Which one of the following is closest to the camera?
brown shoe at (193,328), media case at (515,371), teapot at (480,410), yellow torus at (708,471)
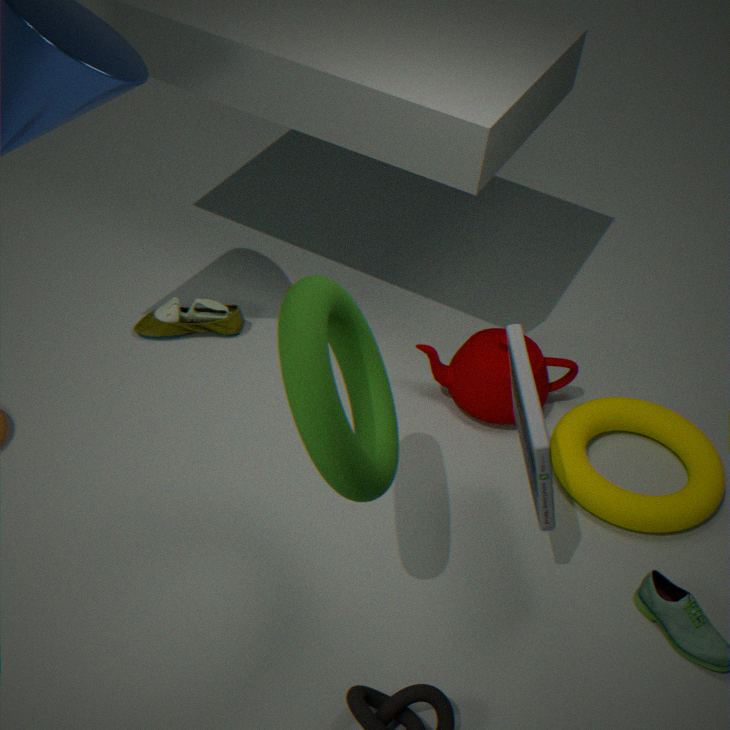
media case at (515,371)
